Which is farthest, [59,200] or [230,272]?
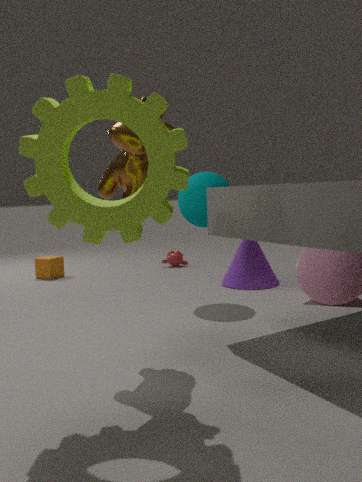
[230,272]
